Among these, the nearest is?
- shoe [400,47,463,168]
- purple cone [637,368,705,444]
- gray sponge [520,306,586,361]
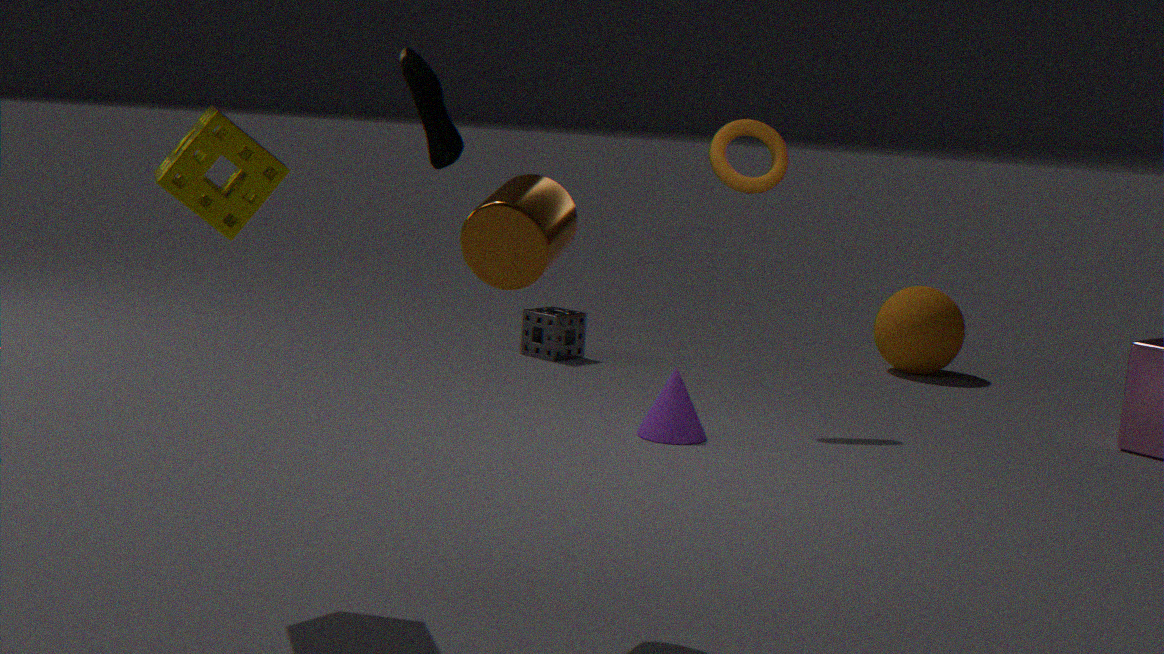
shoe [400,47,463,168]
